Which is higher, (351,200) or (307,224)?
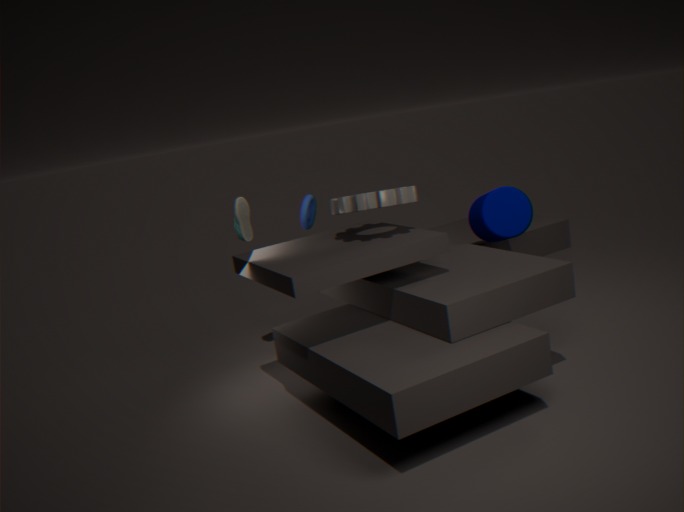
(351,200)
